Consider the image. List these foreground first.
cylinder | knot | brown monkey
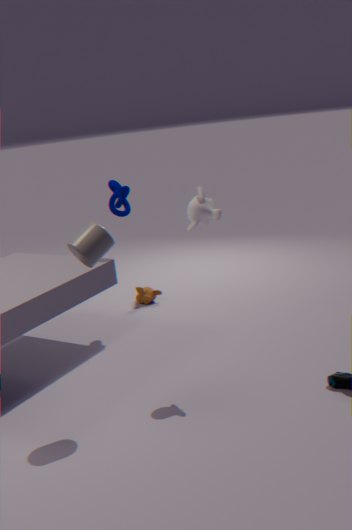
cylinder → knot → brown monkey
